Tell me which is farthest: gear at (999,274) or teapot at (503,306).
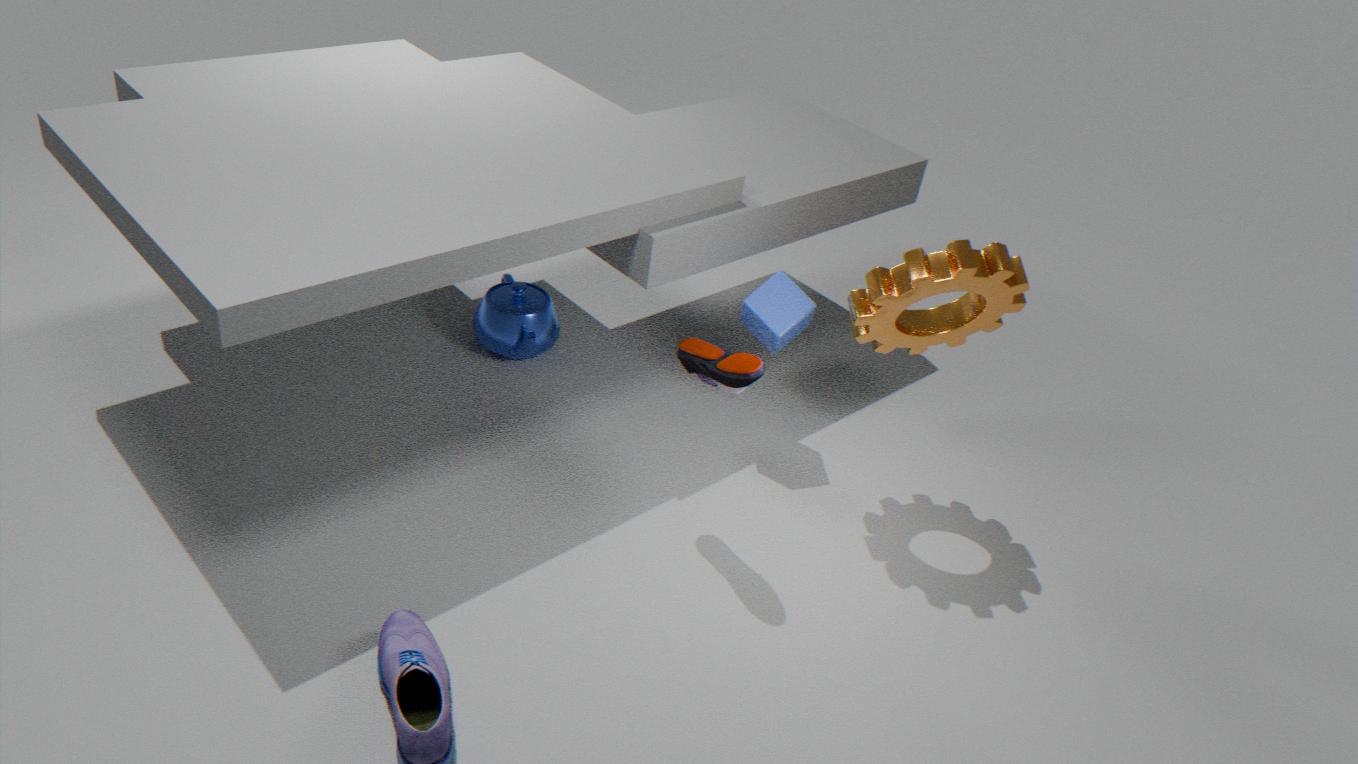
teapot at (503,306)
